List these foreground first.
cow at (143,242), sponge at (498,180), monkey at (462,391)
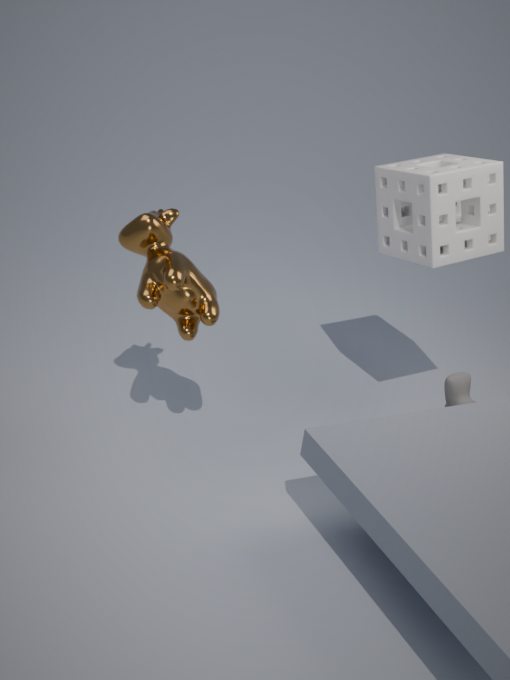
cow at (143,242) < sponge at (498,180) < monkey at (462,391)
